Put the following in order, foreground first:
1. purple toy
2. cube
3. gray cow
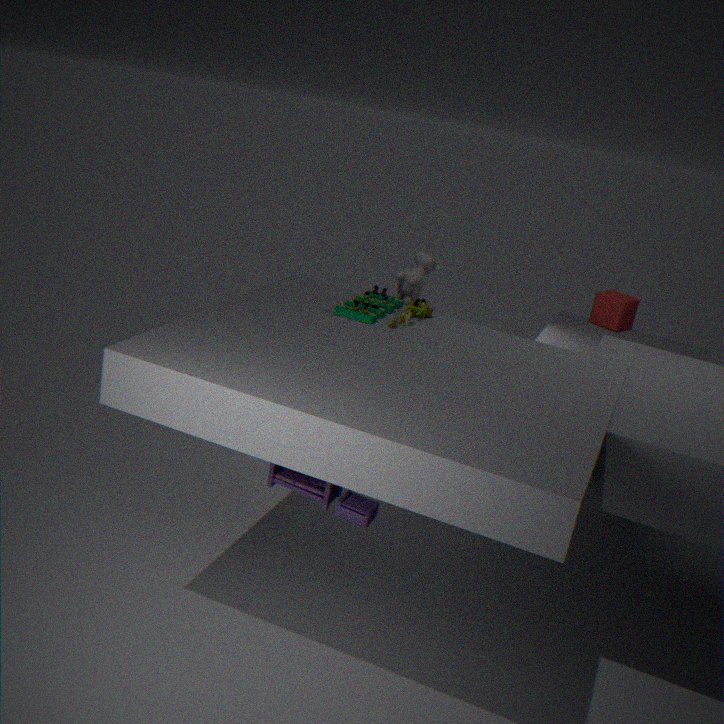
purple toy < gray cow < cube
